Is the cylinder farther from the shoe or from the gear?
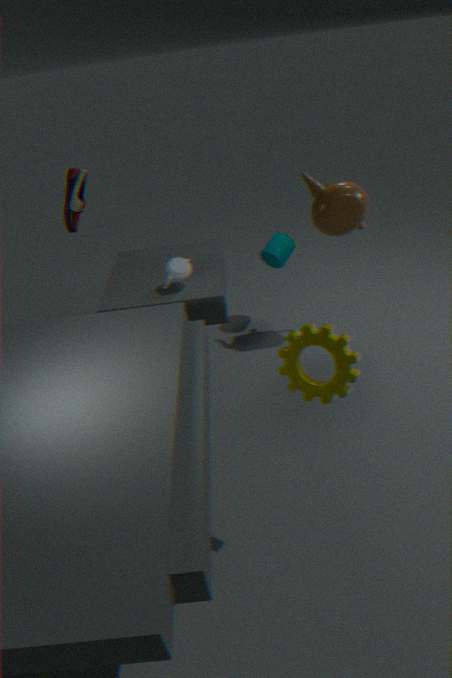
the gear
